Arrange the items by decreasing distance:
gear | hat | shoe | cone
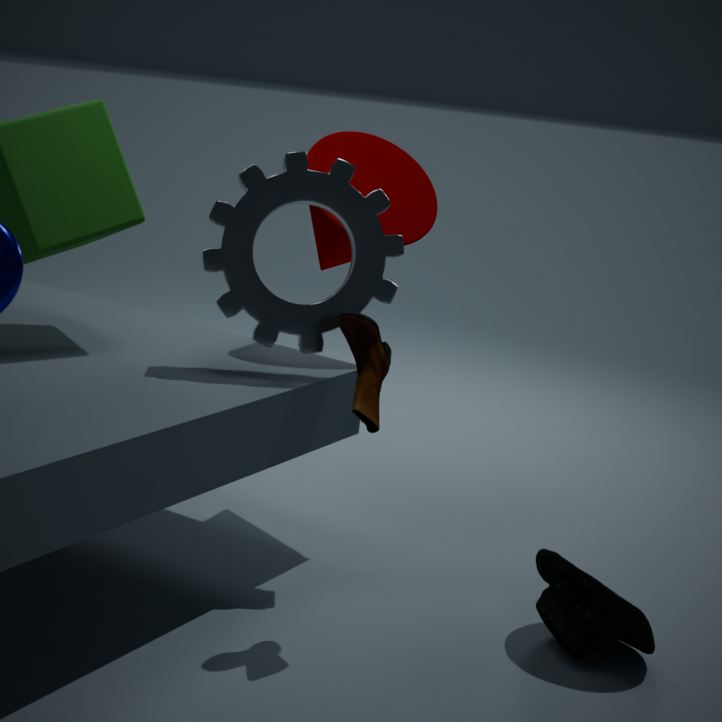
cone, gear, hat, shoe
